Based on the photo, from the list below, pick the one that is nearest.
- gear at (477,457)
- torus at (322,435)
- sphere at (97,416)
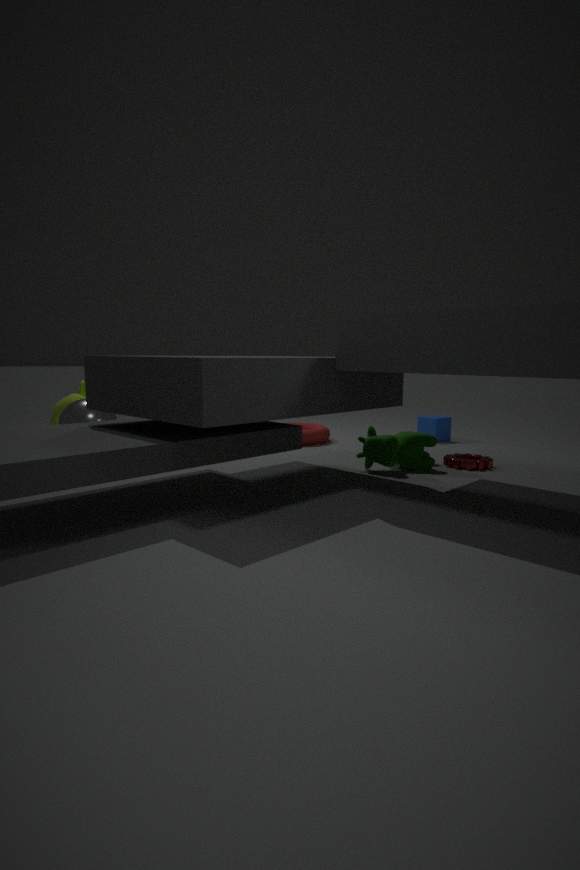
gear at (477,457)
